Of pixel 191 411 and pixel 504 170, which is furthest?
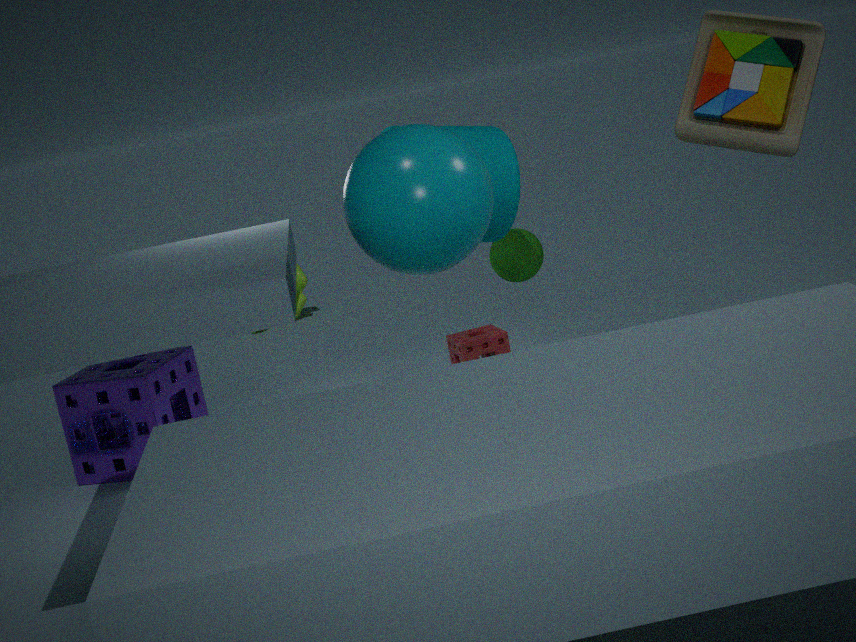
pixel 191 411
